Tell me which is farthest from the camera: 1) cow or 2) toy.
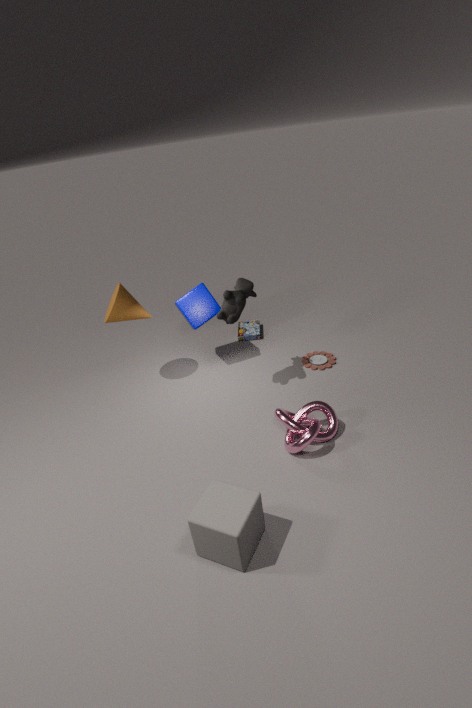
2. toy
